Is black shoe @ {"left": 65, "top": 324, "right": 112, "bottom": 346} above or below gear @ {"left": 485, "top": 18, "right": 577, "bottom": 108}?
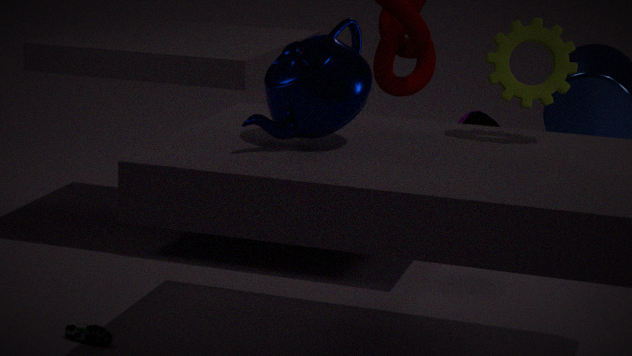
below
